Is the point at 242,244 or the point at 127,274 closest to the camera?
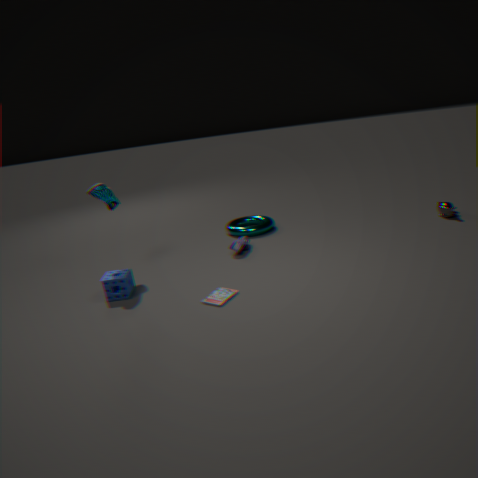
the point at 127,274
